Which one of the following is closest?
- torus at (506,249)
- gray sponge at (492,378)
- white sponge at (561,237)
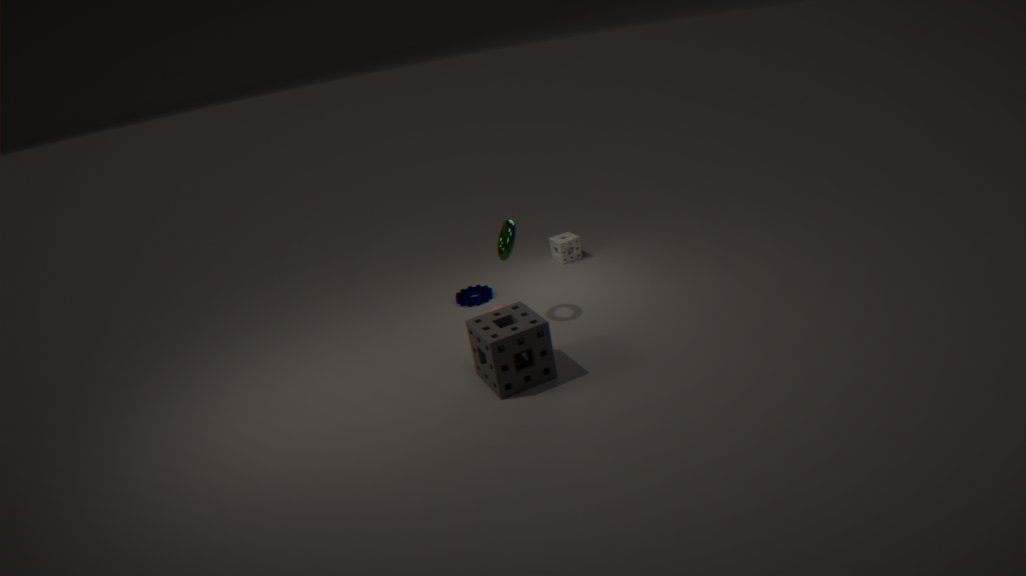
gray sponge at (492,378)
